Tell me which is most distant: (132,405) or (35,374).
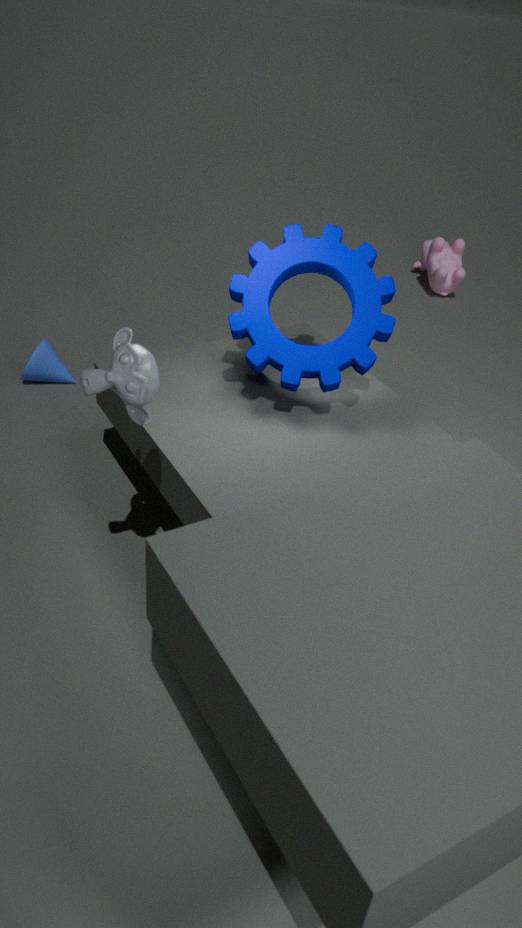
(35,374)
